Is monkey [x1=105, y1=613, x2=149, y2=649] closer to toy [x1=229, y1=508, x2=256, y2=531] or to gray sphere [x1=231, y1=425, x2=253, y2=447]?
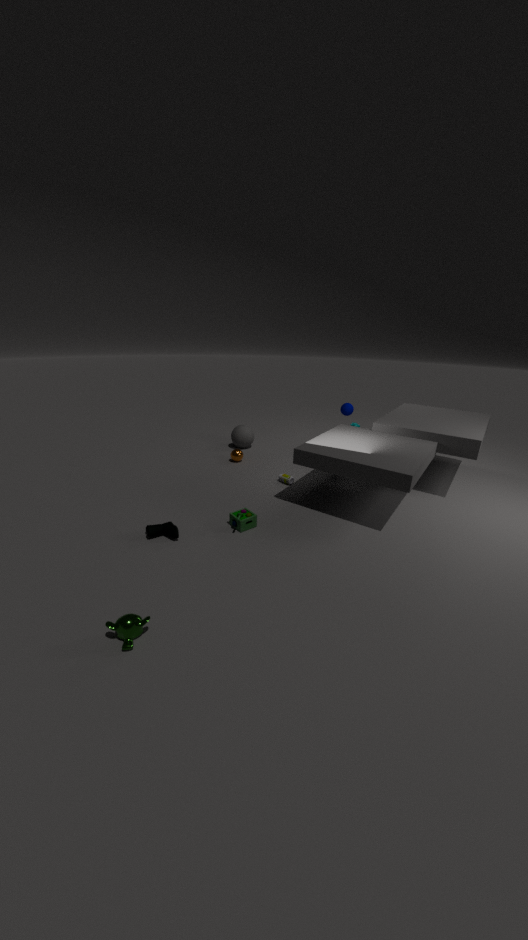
toy [x1=229, y1=508, x2=256, y2=531]
